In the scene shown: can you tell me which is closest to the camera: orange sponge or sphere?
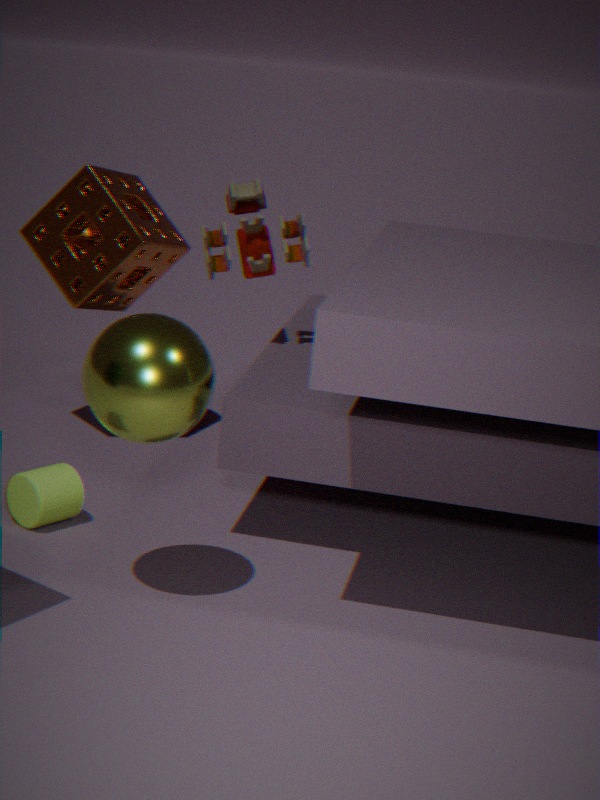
sphere
